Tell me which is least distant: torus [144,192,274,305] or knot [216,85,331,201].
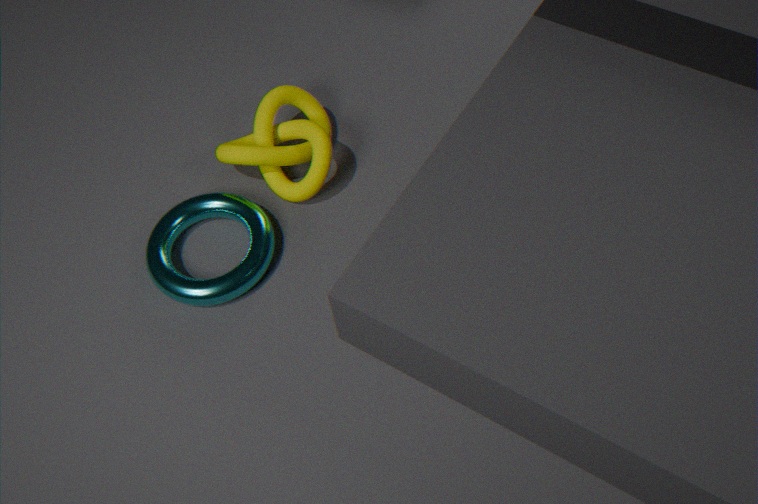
torus [144,192,274,305]
